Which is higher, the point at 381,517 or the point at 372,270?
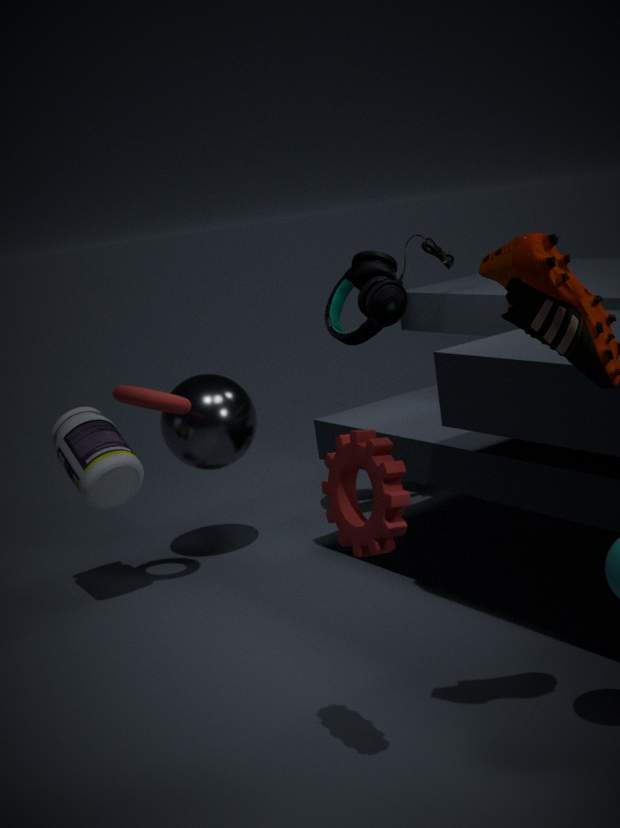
the point at 372,270
